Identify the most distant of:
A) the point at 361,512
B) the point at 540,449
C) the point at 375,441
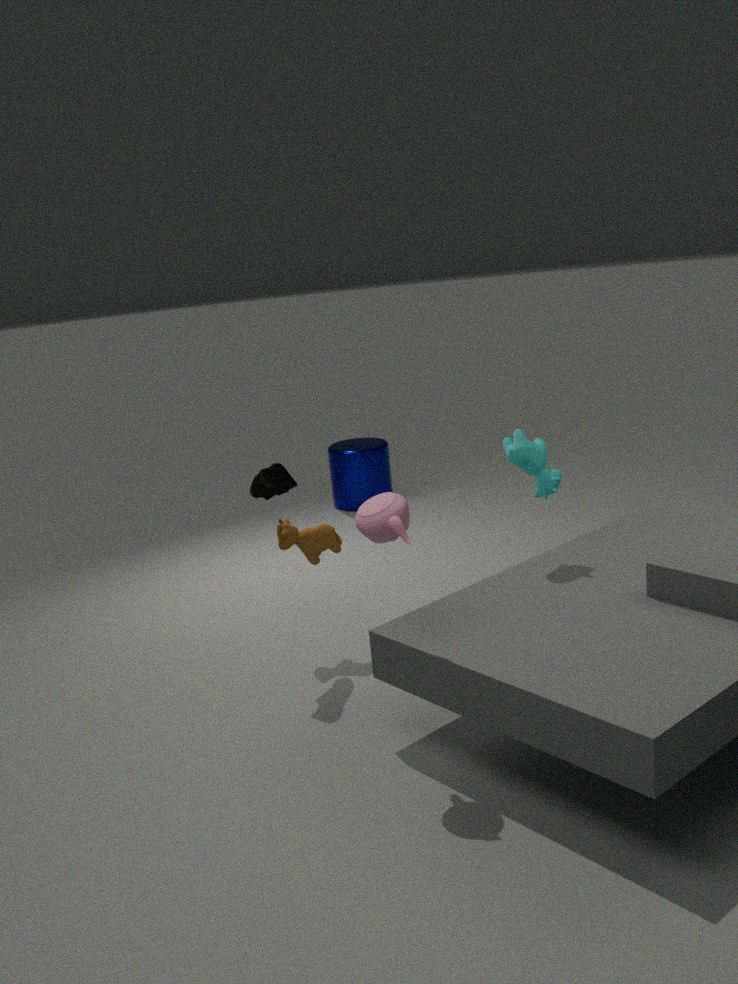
the point at 375,441
